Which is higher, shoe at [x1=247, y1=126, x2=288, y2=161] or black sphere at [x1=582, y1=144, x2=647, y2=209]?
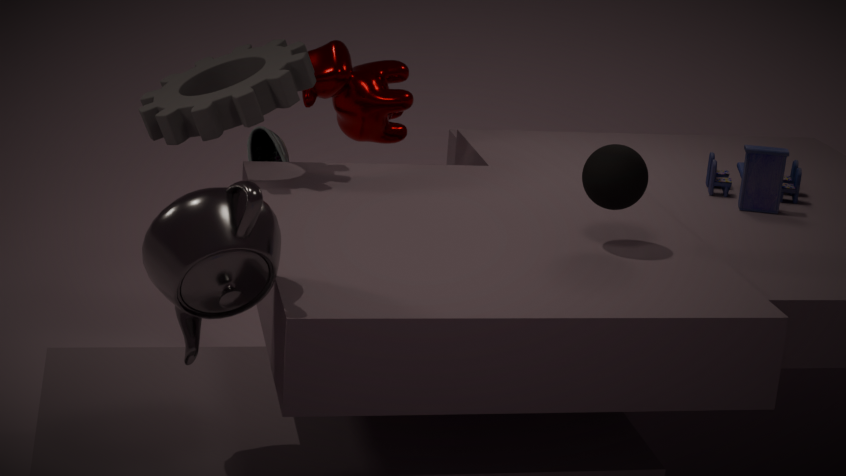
black sphere at [x1=582, y1=144, x2=647, y2=209]
